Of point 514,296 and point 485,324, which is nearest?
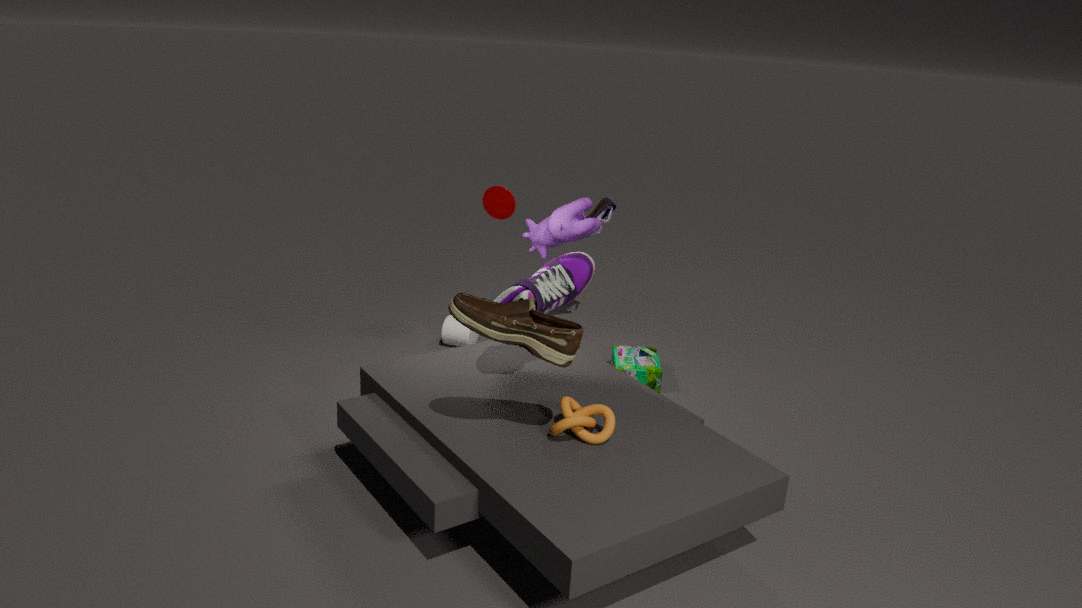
point 485,324
